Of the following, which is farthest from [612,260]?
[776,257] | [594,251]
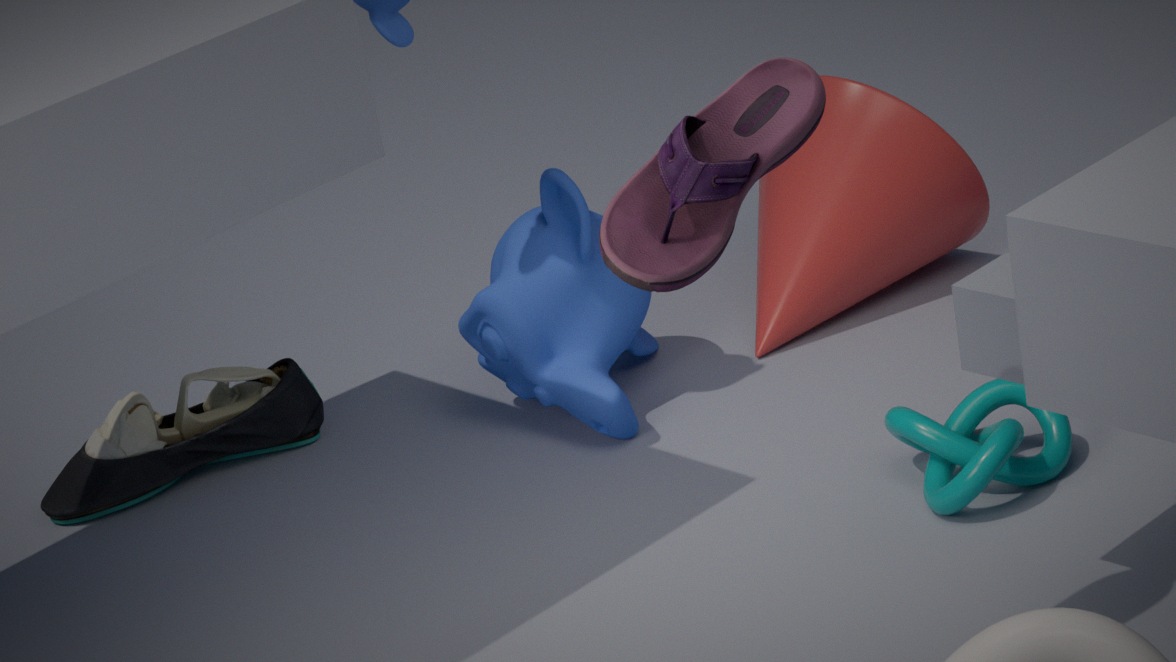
[776,257]
